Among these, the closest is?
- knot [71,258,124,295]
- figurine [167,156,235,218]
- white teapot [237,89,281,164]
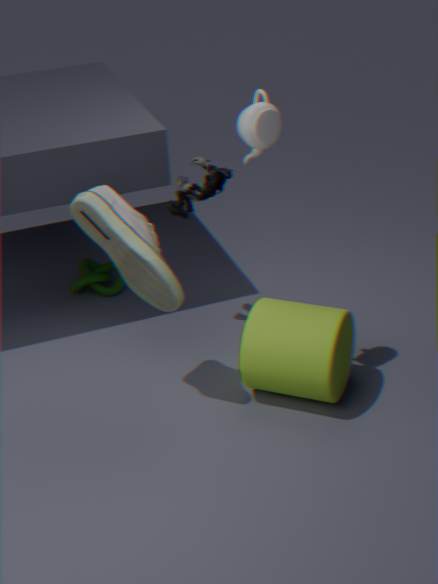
white teapot [237,89,281,164]
